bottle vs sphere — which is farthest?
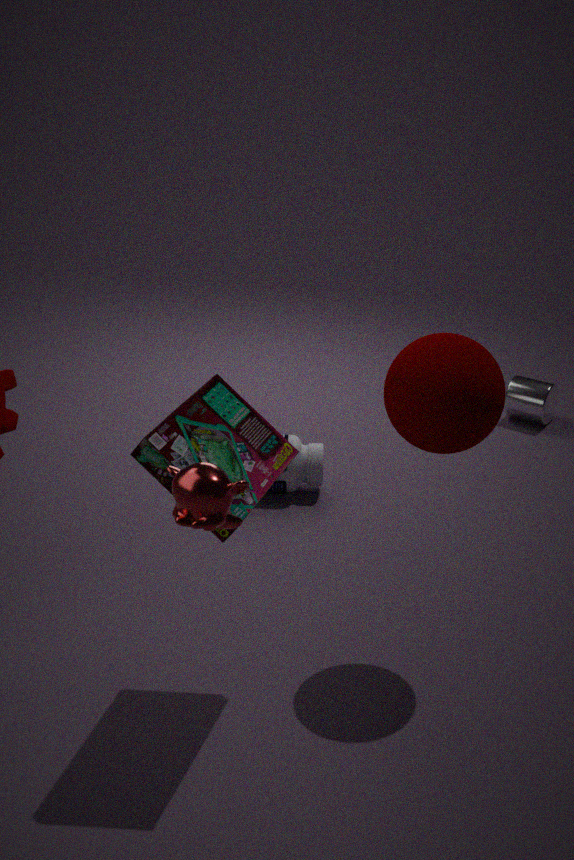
bottle
